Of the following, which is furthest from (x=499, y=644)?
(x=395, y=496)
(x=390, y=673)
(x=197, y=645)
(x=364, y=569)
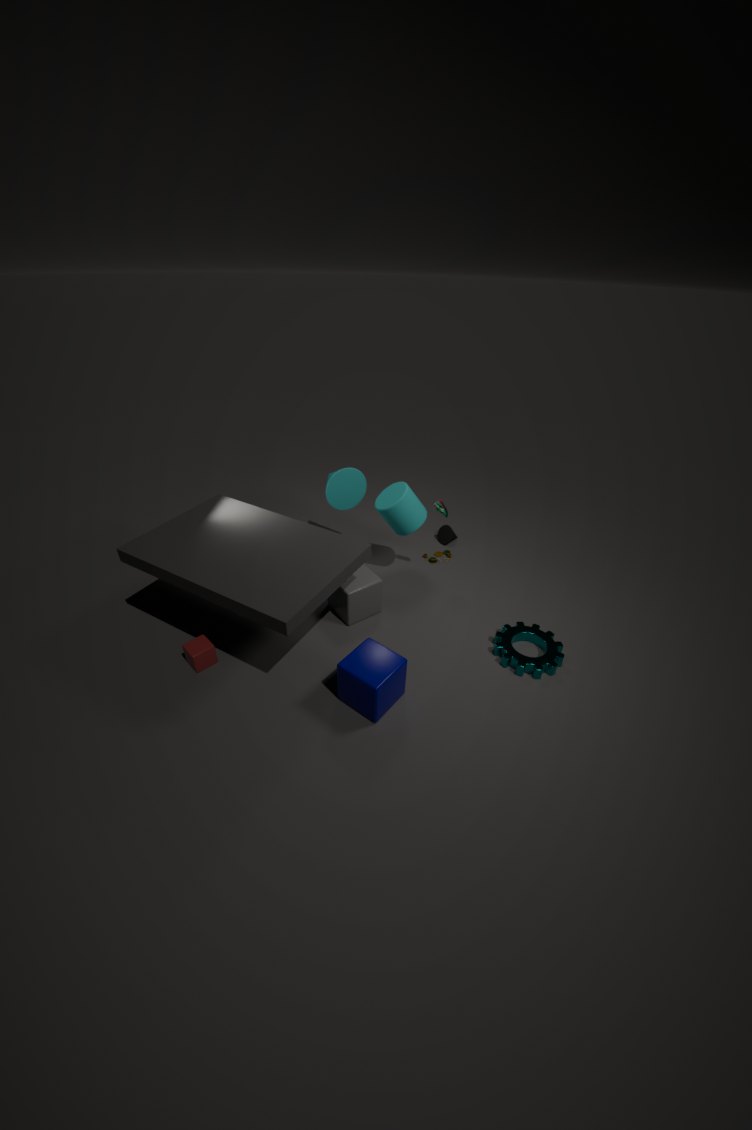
(x=197, y=645)
